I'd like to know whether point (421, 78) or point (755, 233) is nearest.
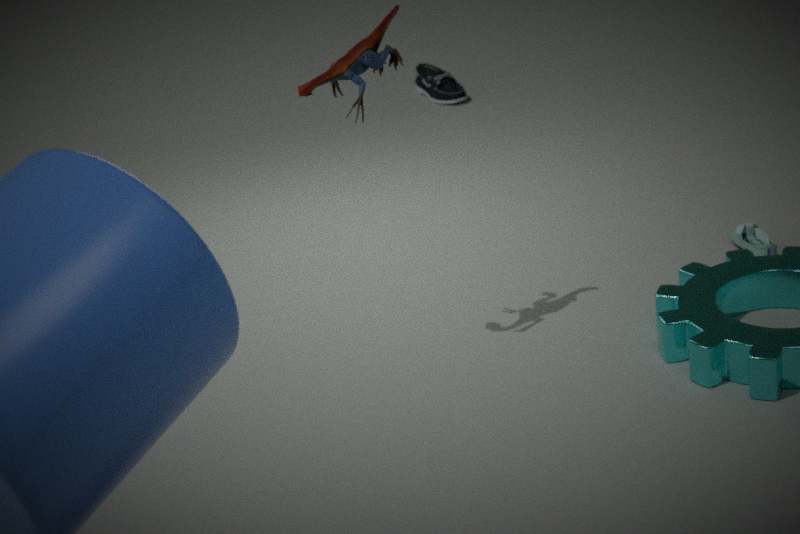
point (755, 233)
